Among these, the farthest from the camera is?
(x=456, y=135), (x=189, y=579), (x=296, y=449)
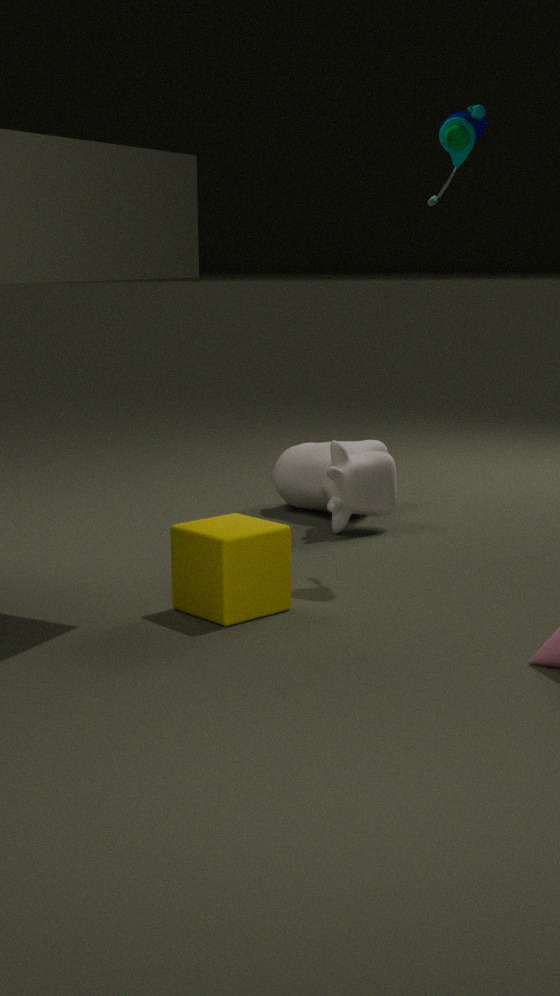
(x=296, y=449)
